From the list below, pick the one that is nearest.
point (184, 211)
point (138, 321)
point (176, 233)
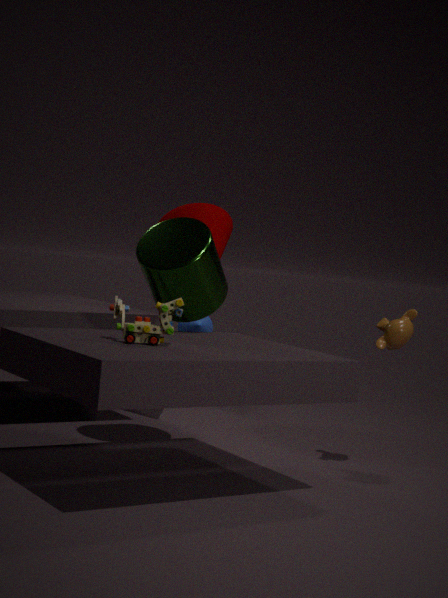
point (138, 321)
